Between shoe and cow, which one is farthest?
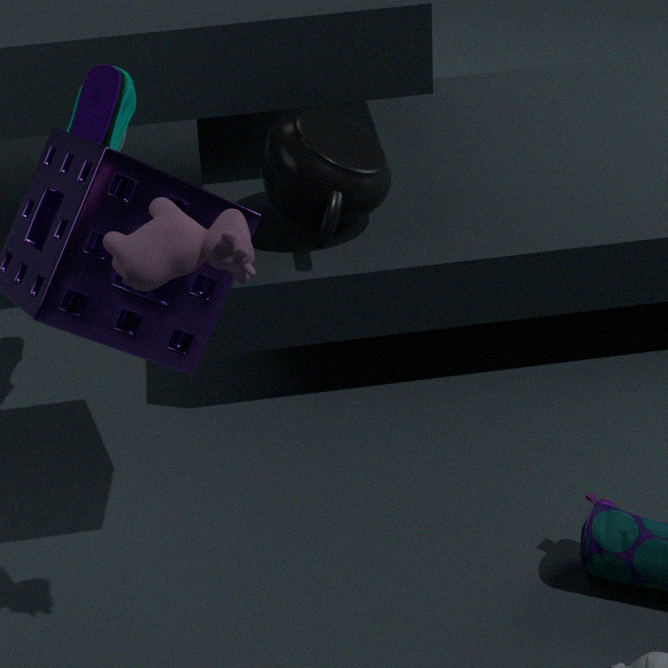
shoe
